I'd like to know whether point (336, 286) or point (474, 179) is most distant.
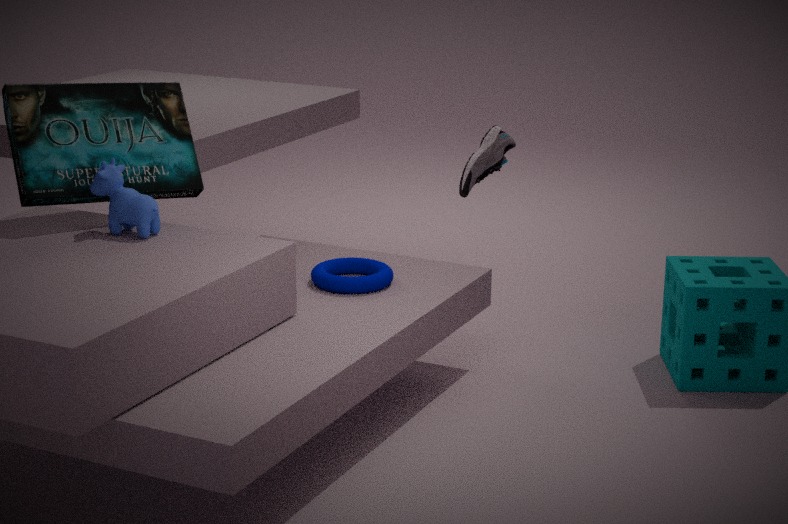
point (474, 179)
